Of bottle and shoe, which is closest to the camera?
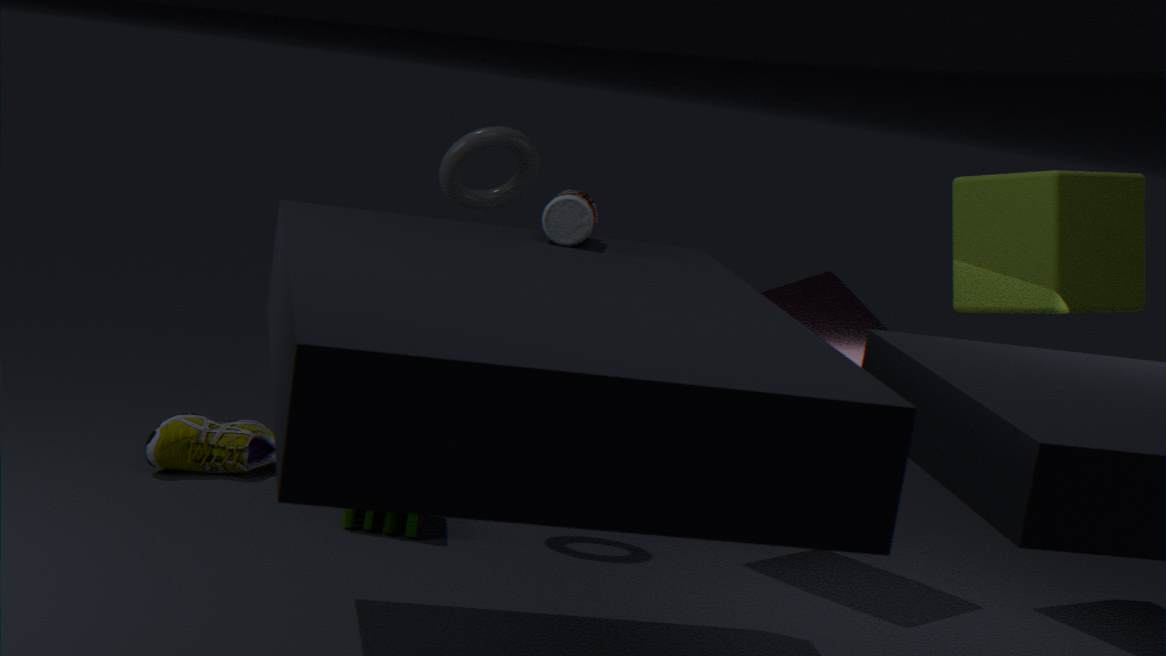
bottle
